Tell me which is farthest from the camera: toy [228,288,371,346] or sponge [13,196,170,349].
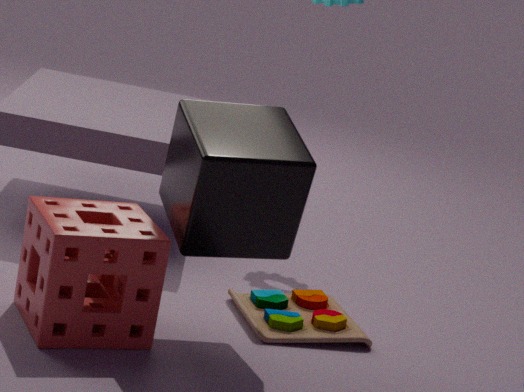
toy [228,288,371,346]
